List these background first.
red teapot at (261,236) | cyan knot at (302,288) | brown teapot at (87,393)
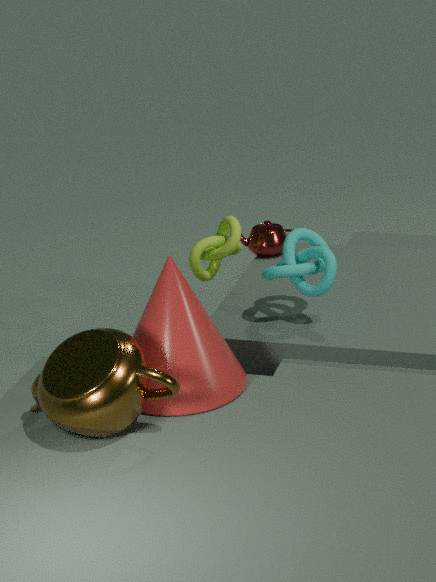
red teapot at (261,236), cyan knot at (302,288), brown teapot at (87,393)
